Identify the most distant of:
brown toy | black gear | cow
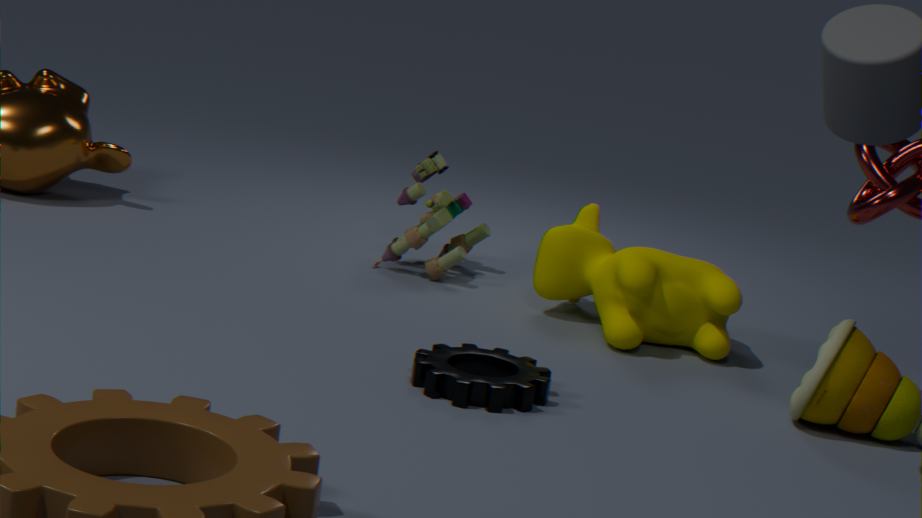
brown toy
